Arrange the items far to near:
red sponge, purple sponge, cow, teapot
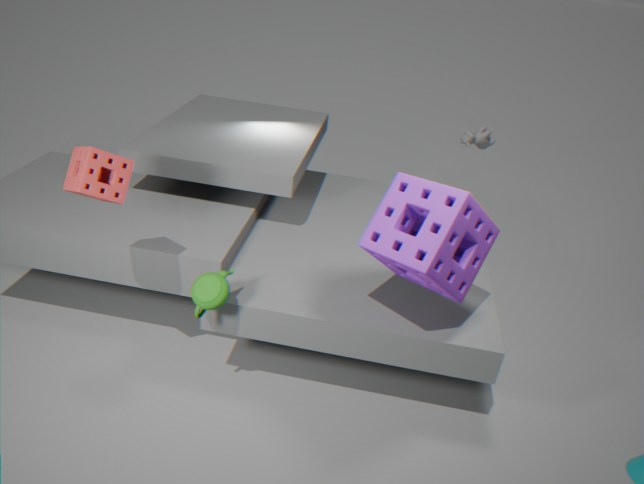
cow
teapot
purple sponge
red sponge
